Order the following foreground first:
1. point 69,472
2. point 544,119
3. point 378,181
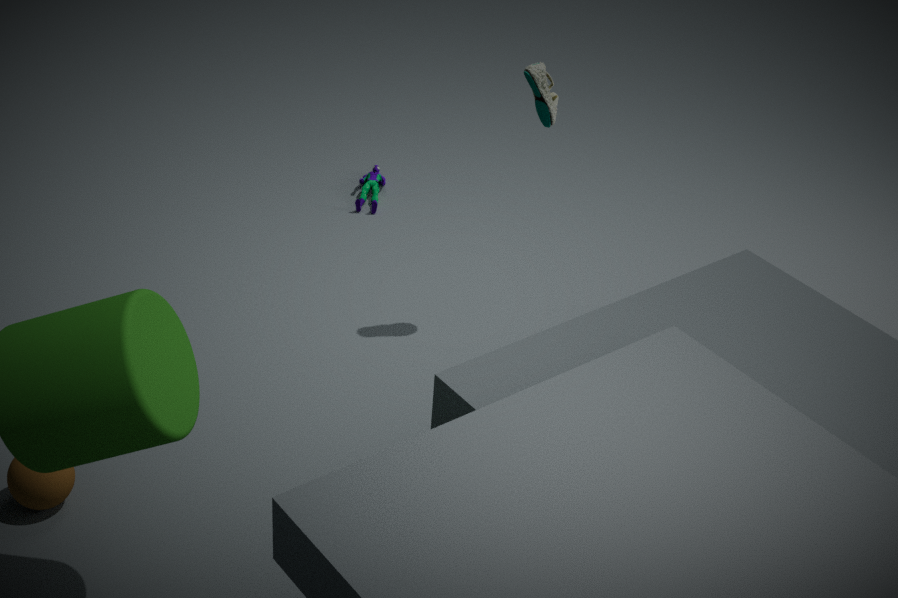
point 69,472 → point 544,119 → point 378,181
